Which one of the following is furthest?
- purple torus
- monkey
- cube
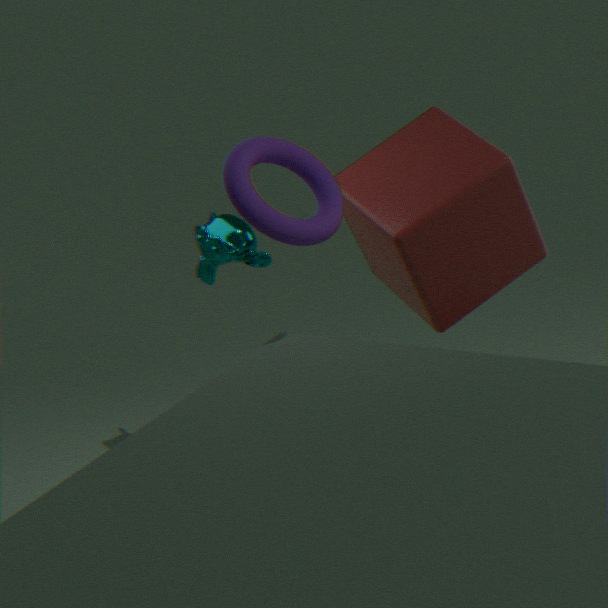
monkey
